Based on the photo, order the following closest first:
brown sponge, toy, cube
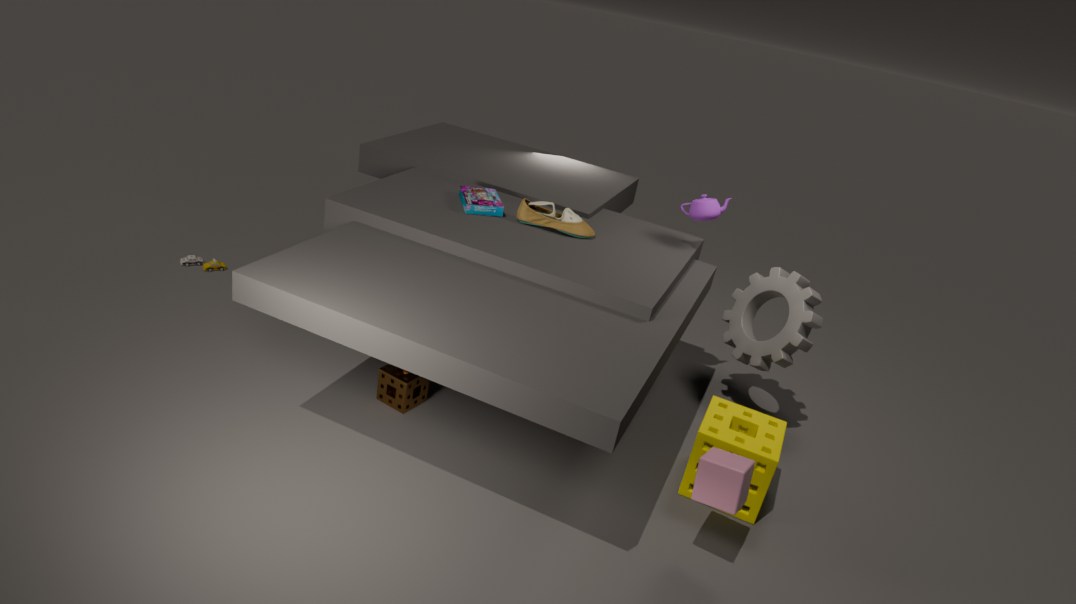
1. cube
2. brown sponge
3. toy
